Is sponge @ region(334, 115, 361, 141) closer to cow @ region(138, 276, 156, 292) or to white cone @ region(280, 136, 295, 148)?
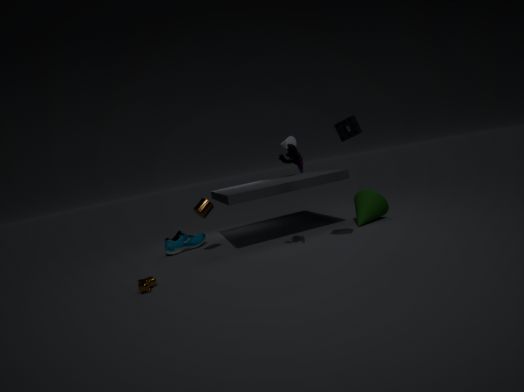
white cone @ region(280, 136, 295, 148)
